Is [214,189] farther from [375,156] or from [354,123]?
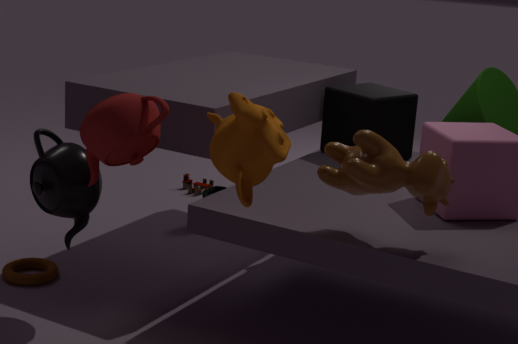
[375,156]
